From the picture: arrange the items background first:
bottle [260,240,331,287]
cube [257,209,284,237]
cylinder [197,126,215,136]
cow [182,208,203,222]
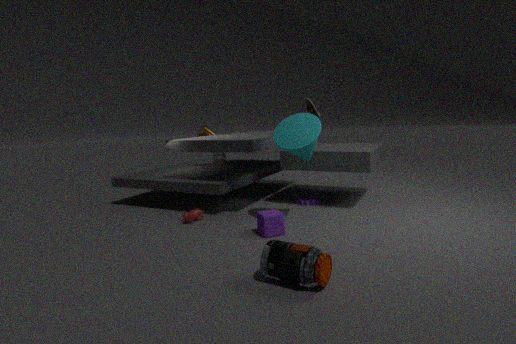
cylinder [197,126,215,136] → cow [182,208,203,222] → cube [257,209,284,237] → bottle [260,240,331,287]
